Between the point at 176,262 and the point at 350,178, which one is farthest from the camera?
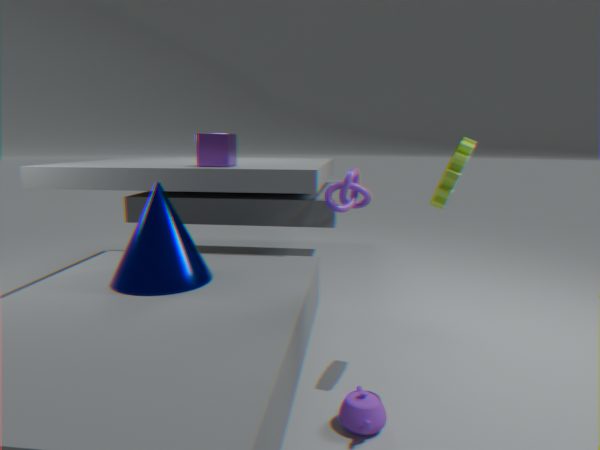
the point at 350,178
